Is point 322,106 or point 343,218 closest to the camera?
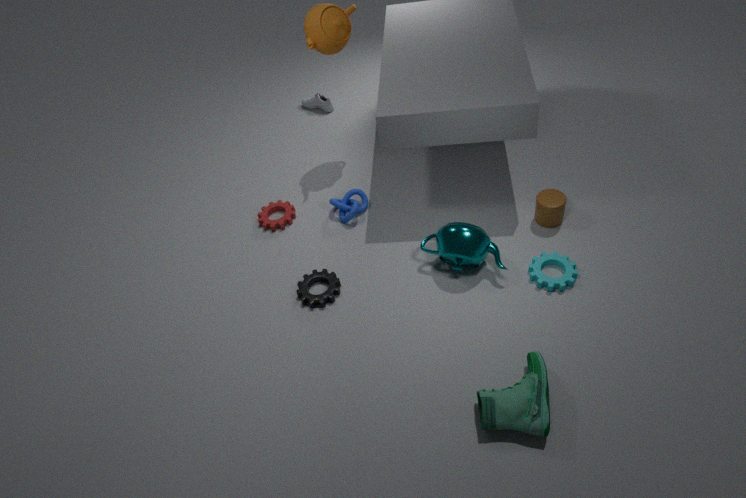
point 343,218
